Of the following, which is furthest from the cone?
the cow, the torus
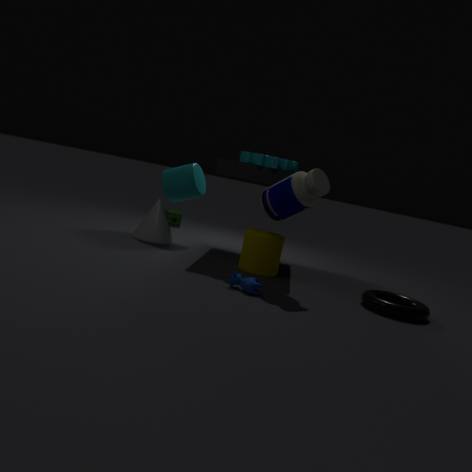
the torus
